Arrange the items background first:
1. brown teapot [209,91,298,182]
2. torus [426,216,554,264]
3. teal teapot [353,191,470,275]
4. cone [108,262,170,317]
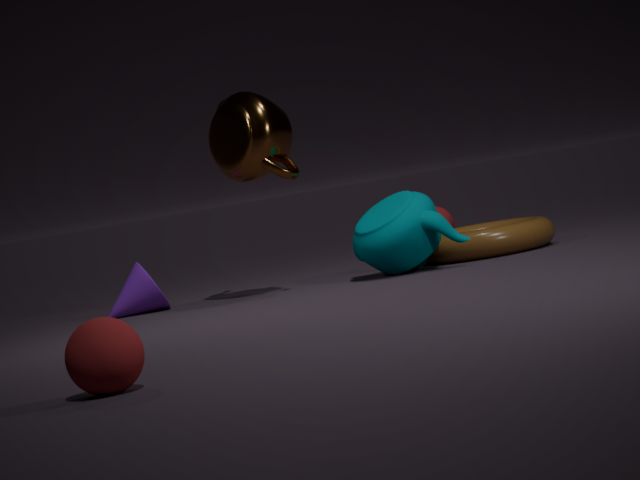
cone [108,262,170,317] → torus [426,216,554,264] → brown teapot [209,91,298,182] → teal teapot [353,191,470,275]
